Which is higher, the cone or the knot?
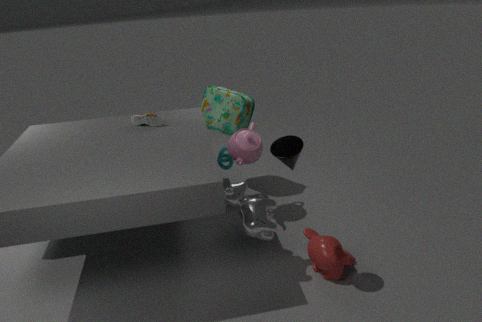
the cone
